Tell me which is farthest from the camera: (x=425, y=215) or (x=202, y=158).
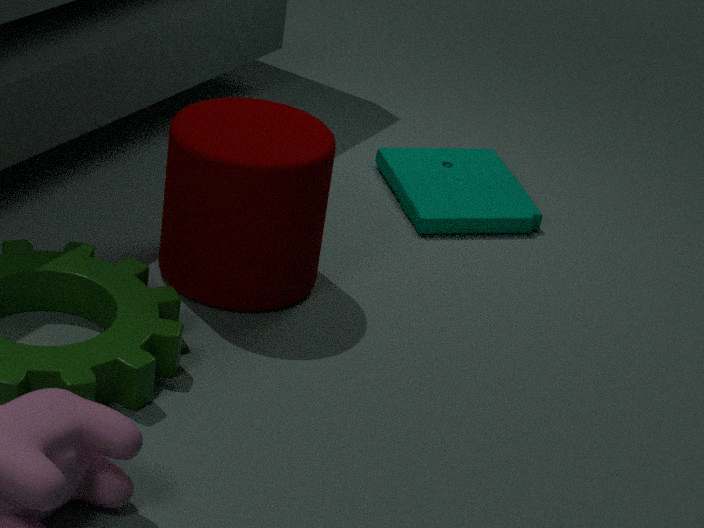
(x=425, y=215)
